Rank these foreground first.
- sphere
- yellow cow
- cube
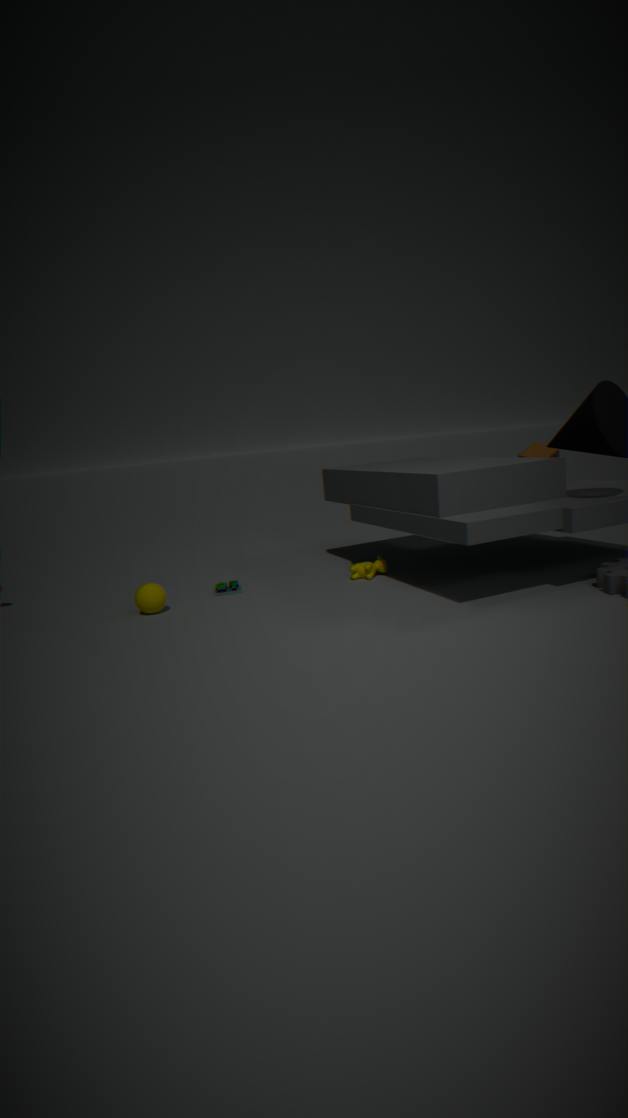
1. sphere
2. cube
3. yellow cow
